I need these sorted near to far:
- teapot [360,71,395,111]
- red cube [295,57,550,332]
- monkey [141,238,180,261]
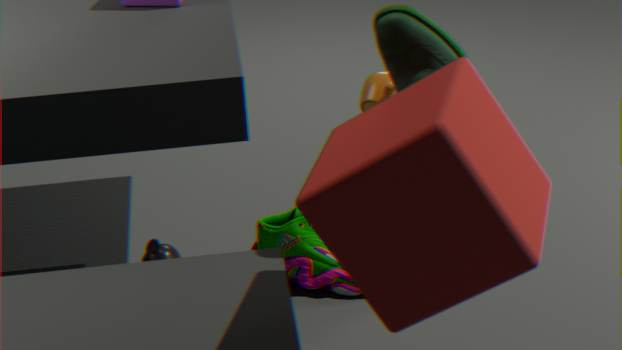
red cube [295,57,550,332]
teapot [360,71,395,111]
monkey [141,238,180,261]
